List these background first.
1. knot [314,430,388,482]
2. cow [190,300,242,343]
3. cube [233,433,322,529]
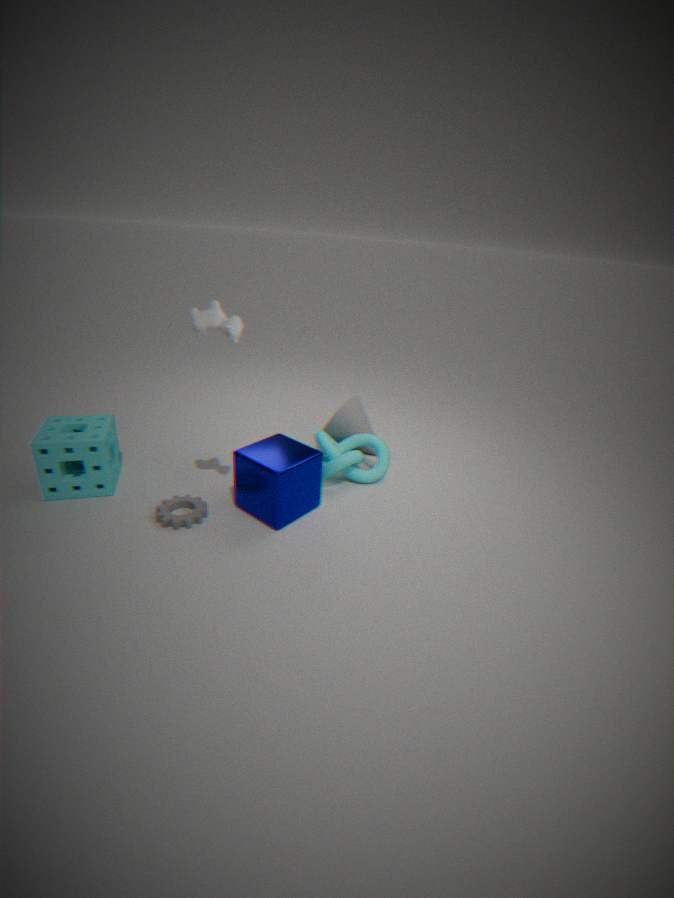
1. knot [314,430,388,482]
2. cube [233,433,322,529]
3. cow [190,300,242,343]
